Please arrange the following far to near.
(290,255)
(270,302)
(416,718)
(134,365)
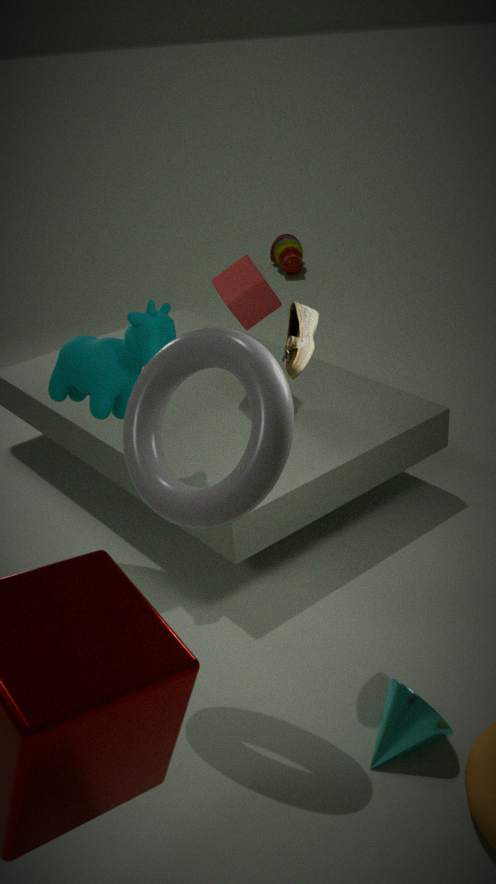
1. (290,255)
2. (270,302)
3. (134,365)
4. (416,718)
